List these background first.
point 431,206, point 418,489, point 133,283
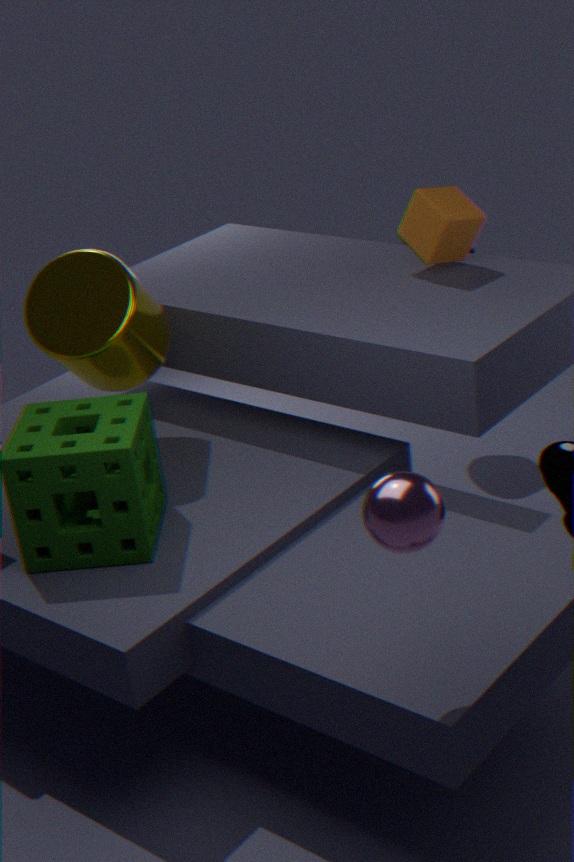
1. point 431,206
2. point 133,283
3. point 418,489
